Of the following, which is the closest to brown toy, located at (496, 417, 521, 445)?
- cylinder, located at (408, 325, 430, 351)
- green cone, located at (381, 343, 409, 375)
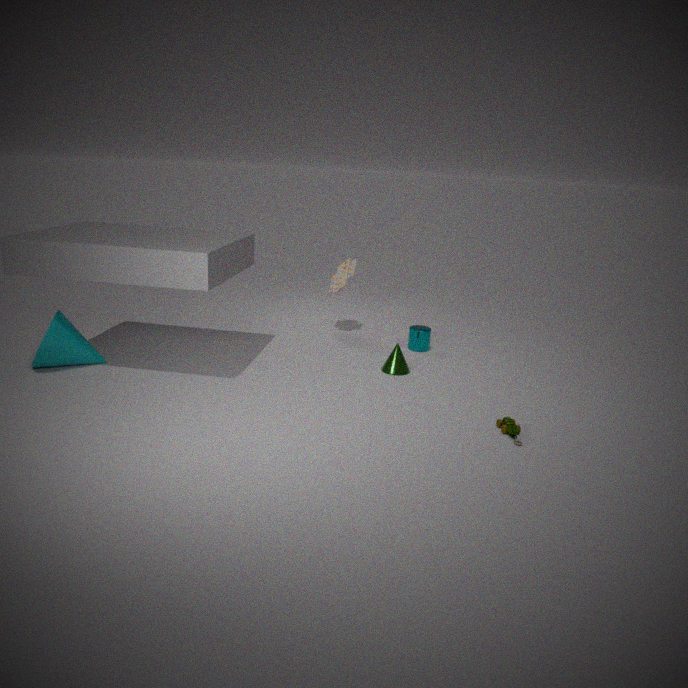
green cone, located at (381, 343, 409, 375)
